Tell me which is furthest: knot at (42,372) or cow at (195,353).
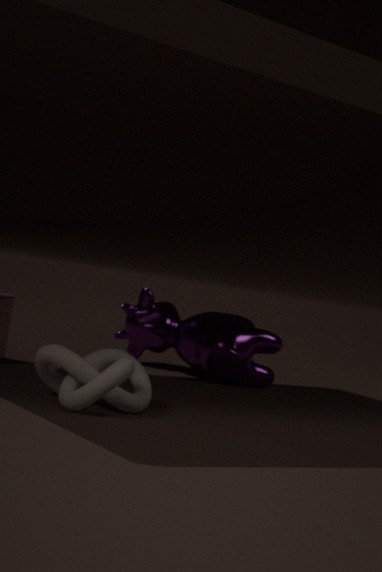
cow at (195,353)
